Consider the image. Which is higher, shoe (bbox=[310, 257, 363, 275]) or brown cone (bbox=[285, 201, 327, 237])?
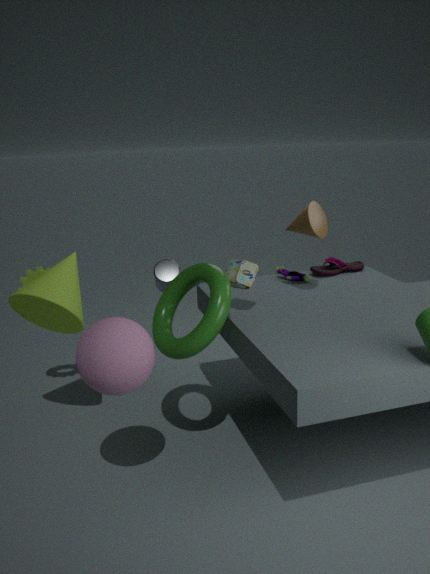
brown cone (bbox=[285, 201, 327, 237])
